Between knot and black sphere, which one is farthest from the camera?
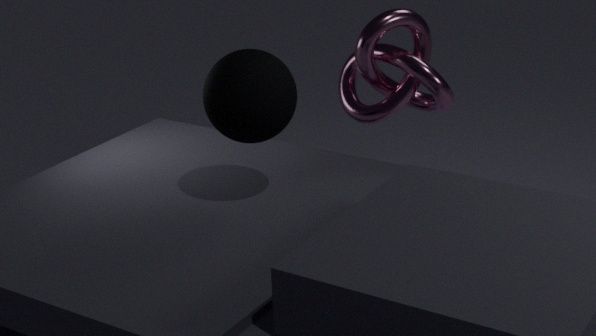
knot
